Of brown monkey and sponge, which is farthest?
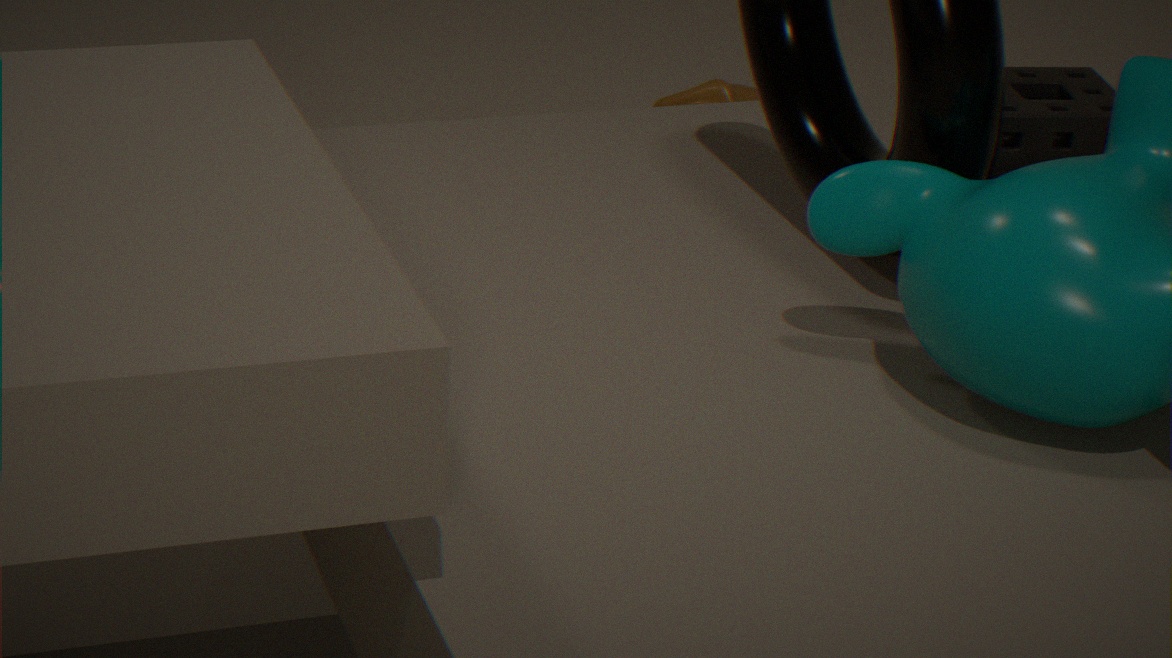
brown monkey
